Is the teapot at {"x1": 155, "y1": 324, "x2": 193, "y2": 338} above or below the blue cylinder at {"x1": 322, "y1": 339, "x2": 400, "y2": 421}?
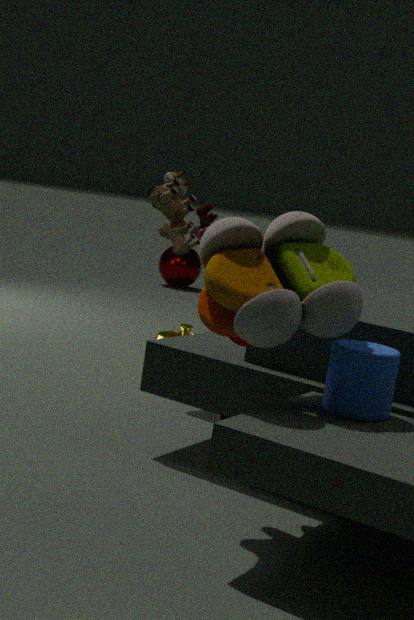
below
